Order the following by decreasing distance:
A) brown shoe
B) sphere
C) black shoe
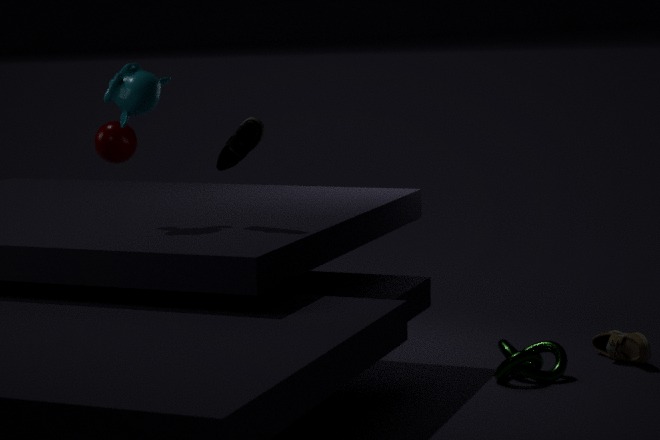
sphere
brown shoe
black shoe
